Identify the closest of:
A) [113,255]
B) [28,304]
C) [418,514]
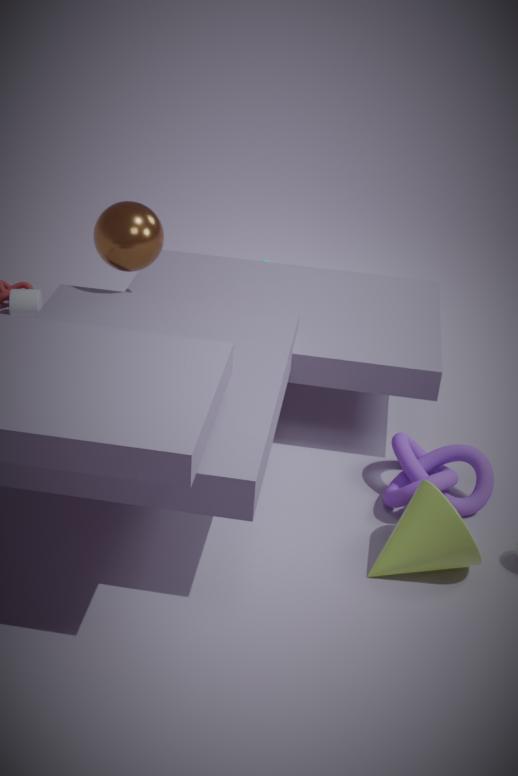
[418,514]
